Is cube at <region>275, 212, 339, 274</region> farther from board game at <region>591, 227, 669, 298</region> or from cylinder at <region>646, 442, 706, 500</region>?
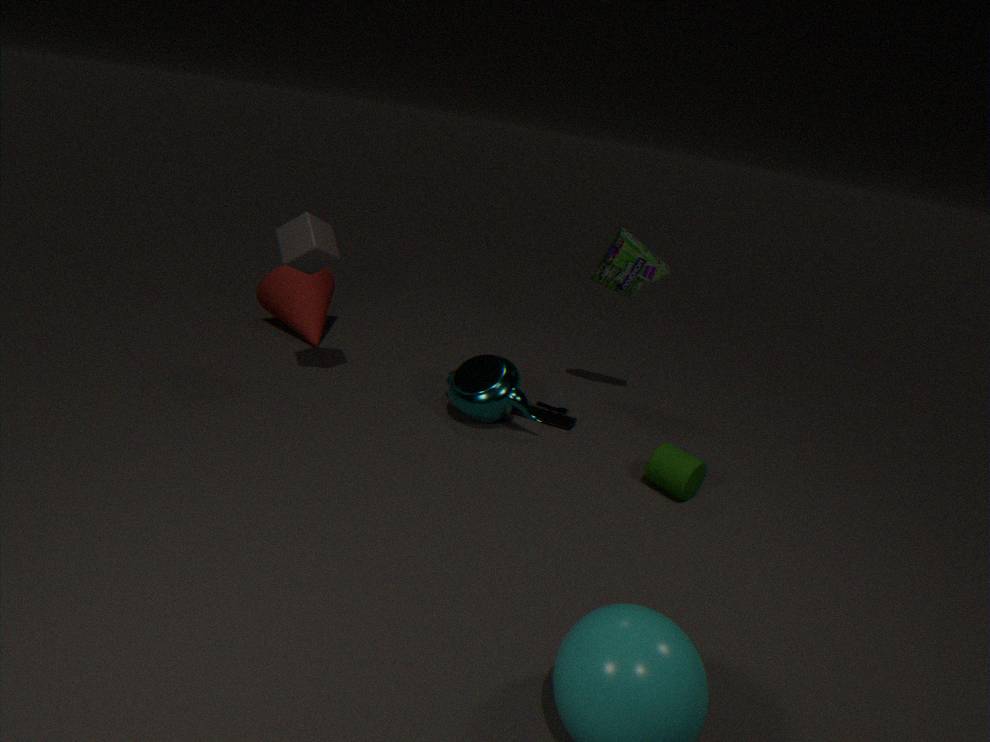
cylinder at <region>646, 442, 706, 500</region>
